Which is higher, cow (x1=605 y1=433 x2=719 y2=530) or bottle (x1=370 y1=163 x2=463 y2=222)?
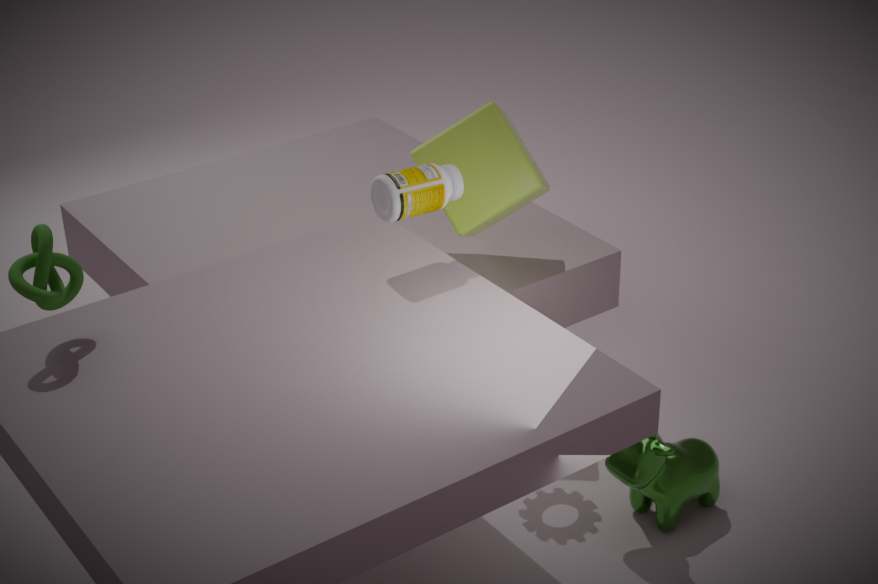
bottle (x1=370 y1=163 x2=463 y2=222)
